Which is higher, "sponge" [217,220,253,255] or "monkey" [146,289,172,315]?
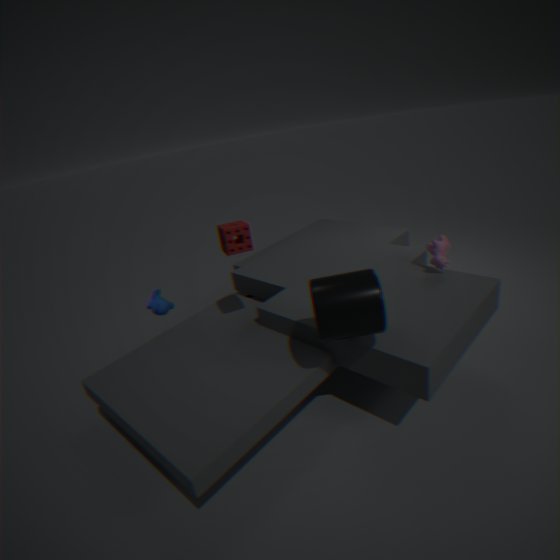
"sponge" [217,220,253,255]
